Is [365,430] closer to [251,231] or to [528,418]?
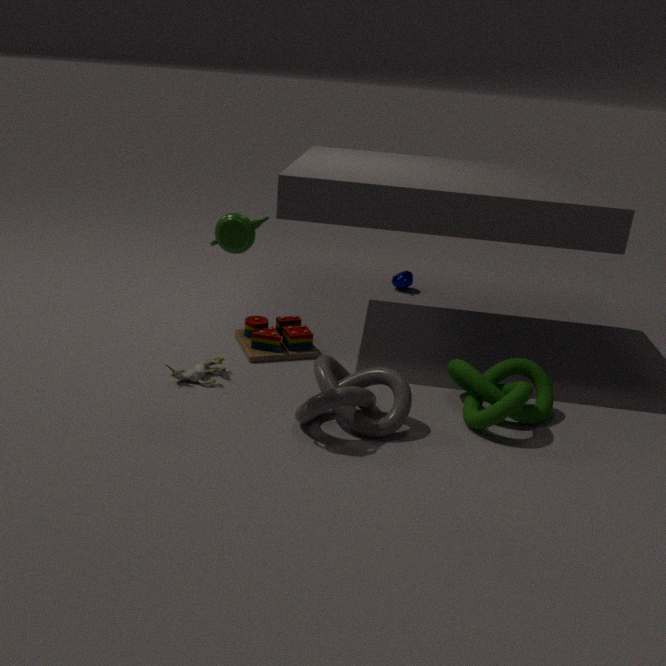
[528,418]
